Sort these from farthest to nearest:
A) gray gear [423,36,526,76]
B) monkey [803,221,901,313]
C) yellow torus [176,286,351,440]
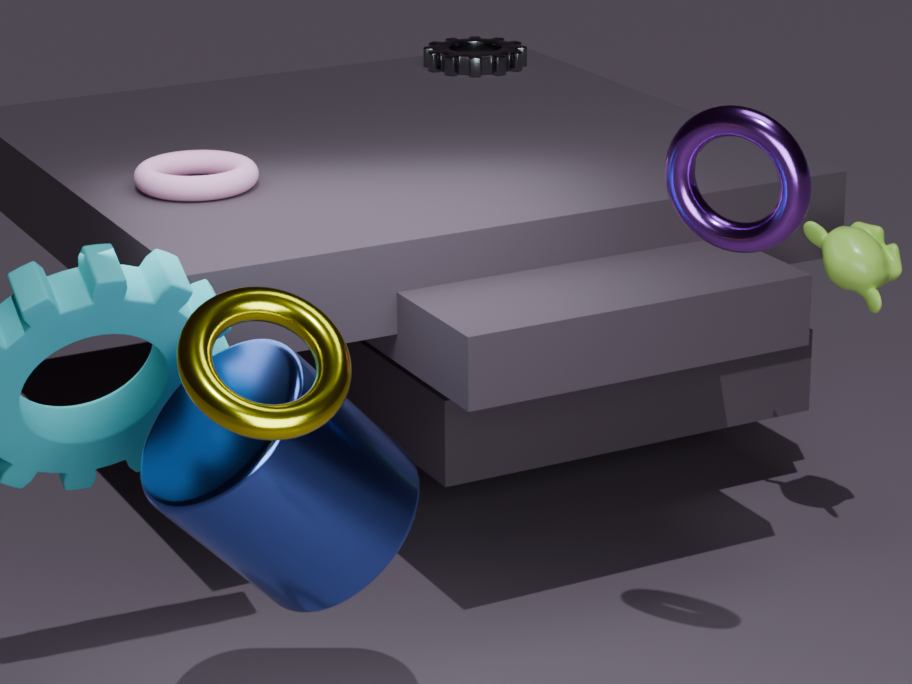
gray gear [423,36,526,76] < monkey [803,221,901,313] < yellow torus [176,286,351,440]
